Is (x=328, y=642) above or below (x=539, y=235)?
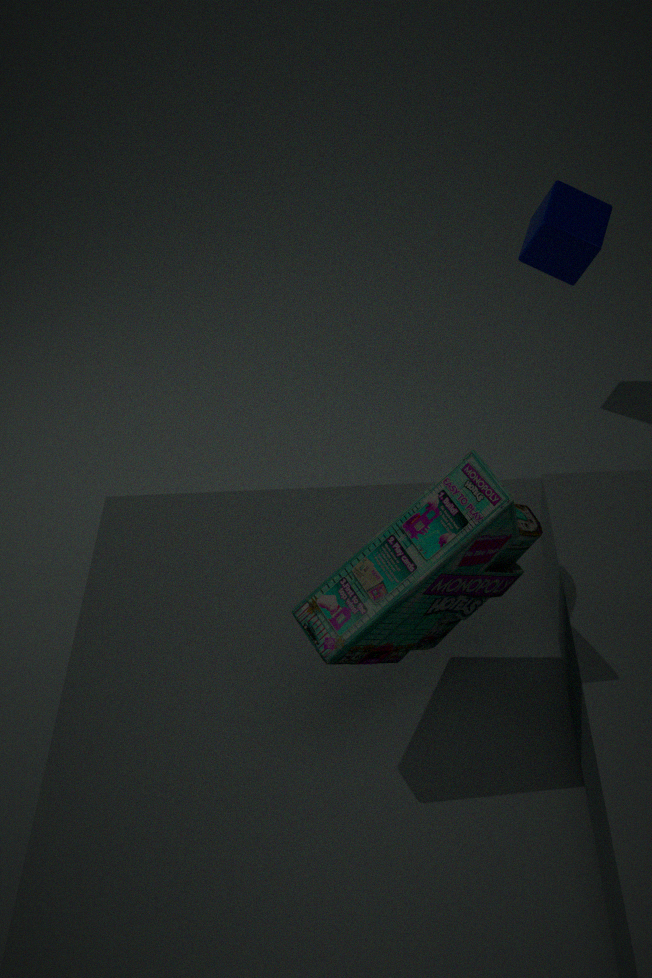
above
